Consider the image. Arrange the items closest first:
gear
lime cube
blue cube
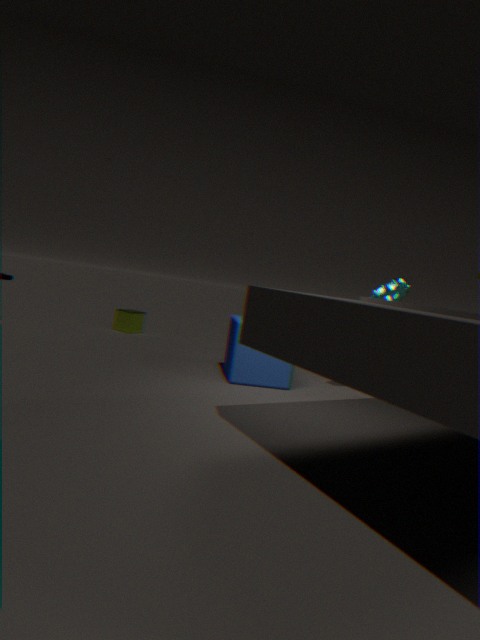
gear → blue cube → lime cube
